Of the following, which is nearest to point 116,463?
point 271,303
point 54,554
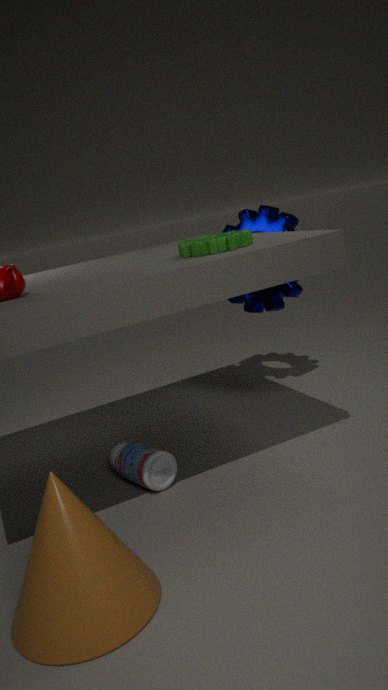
point 54,554
